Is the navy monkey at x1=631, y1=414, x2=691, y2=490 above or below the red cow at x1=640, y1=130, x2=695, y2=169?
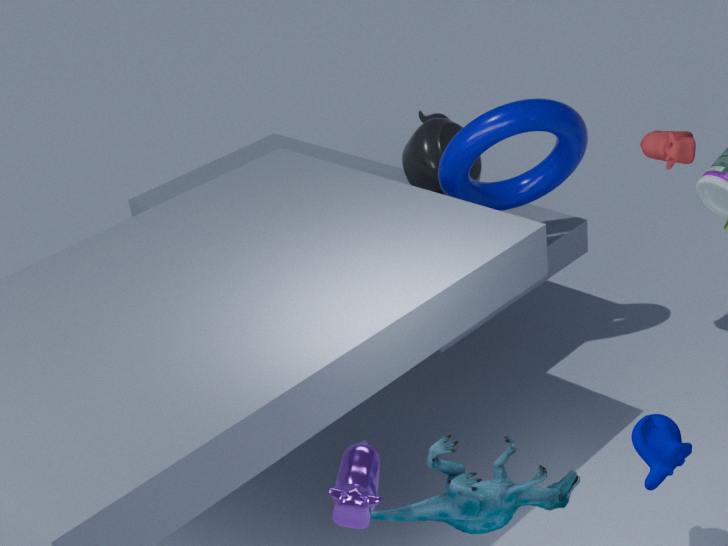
below
